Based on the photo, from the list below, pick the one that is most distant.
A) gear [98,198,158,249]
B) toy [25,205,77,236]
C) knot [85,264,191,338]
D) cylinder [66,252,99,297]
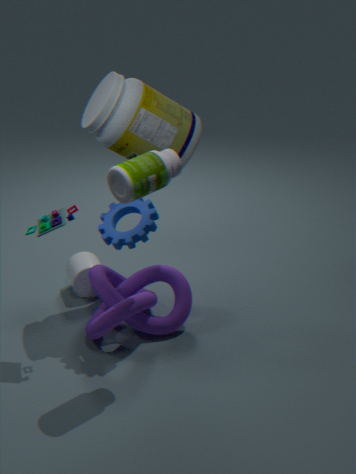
cylinder [66,252,99,297]
